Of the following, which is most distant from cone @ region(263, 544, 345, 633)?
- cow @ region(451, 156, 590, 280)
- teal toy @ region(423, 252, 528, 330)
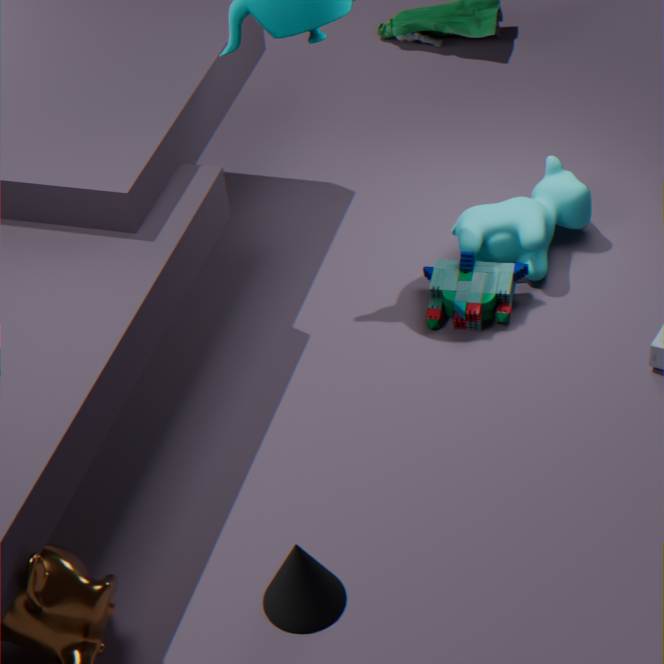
cow @ region(451, 156, 590, 280)
